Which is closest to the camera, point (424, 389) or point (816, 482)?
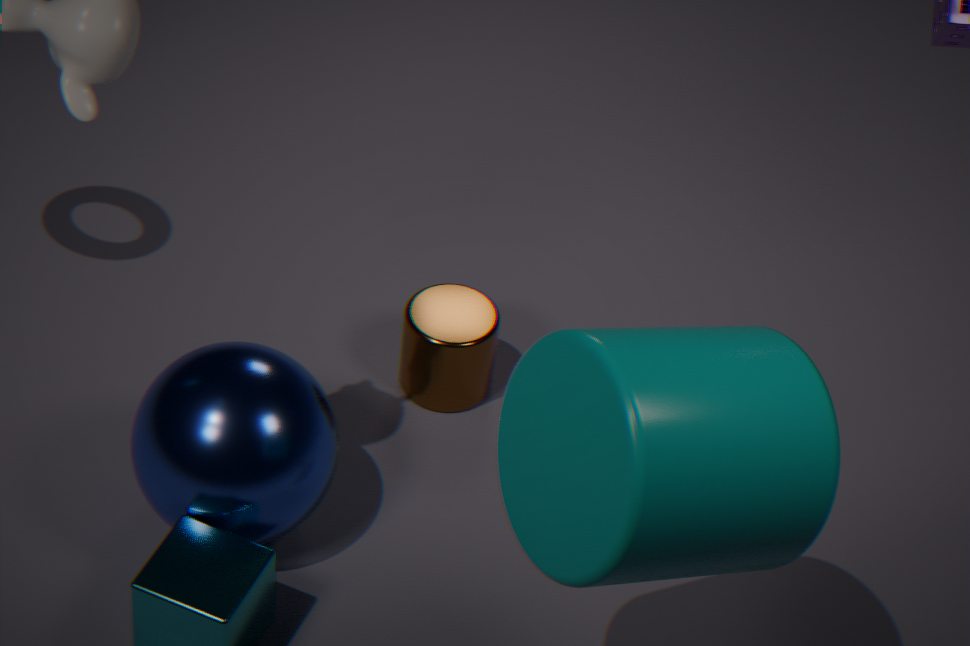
point (816, 482)
